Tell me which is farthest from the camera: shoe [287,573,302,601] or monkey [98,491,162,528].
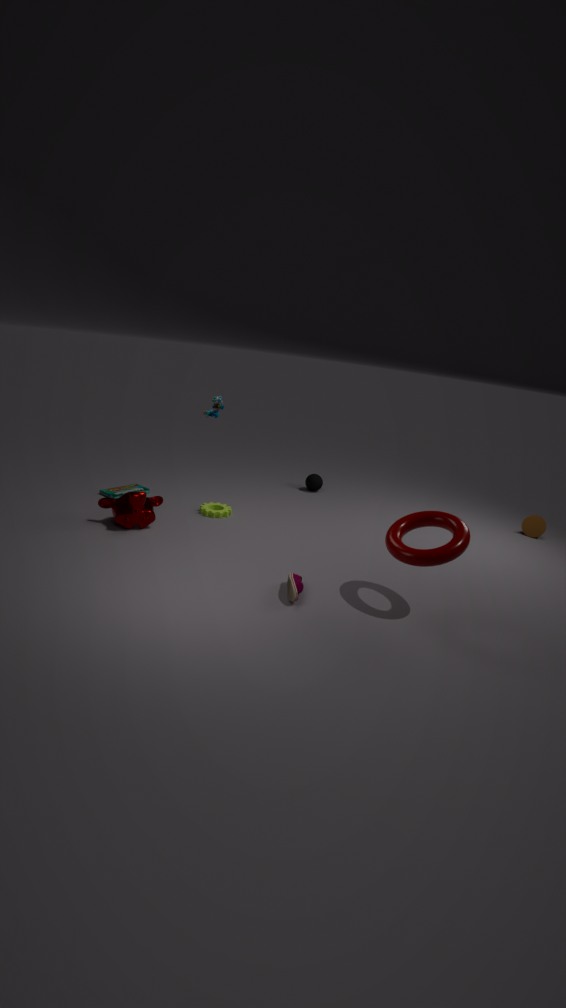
monkey [98,491,162,528]
